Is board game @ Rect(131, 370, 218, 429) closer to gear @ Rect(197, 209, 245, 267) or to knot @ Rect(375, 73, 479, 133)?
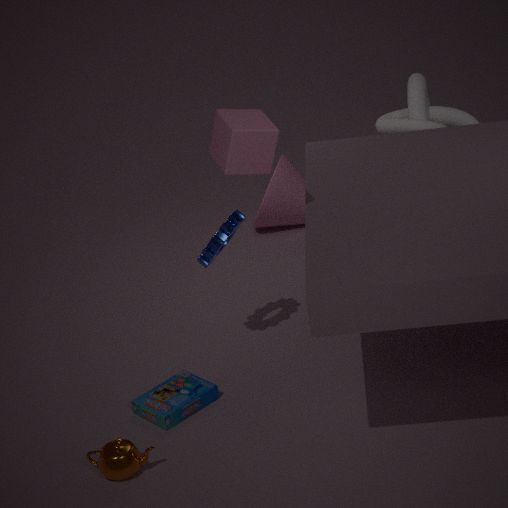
gear @ Rect(197, 209, 245, 267)
